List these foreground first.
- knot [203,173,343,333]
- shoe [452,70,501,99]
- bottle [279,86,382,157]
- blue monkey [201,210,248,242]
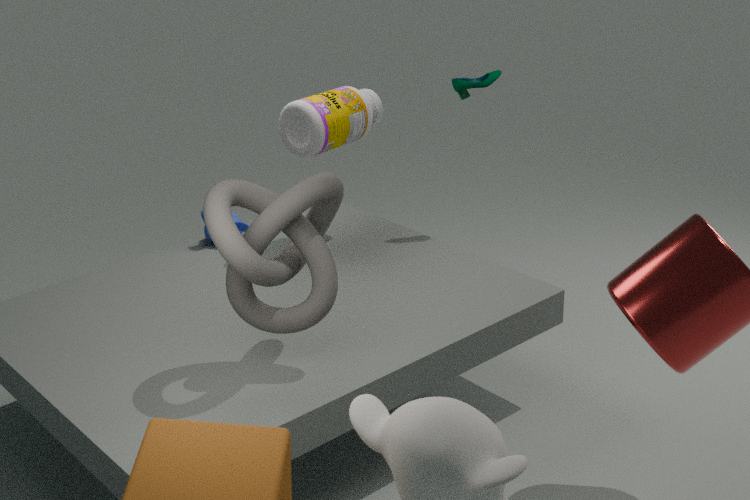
knot [203,173,343,333] < bottle [279,86,382,157] < shoe [452,70,501,99] < blue monkey [201,210,248,242]
